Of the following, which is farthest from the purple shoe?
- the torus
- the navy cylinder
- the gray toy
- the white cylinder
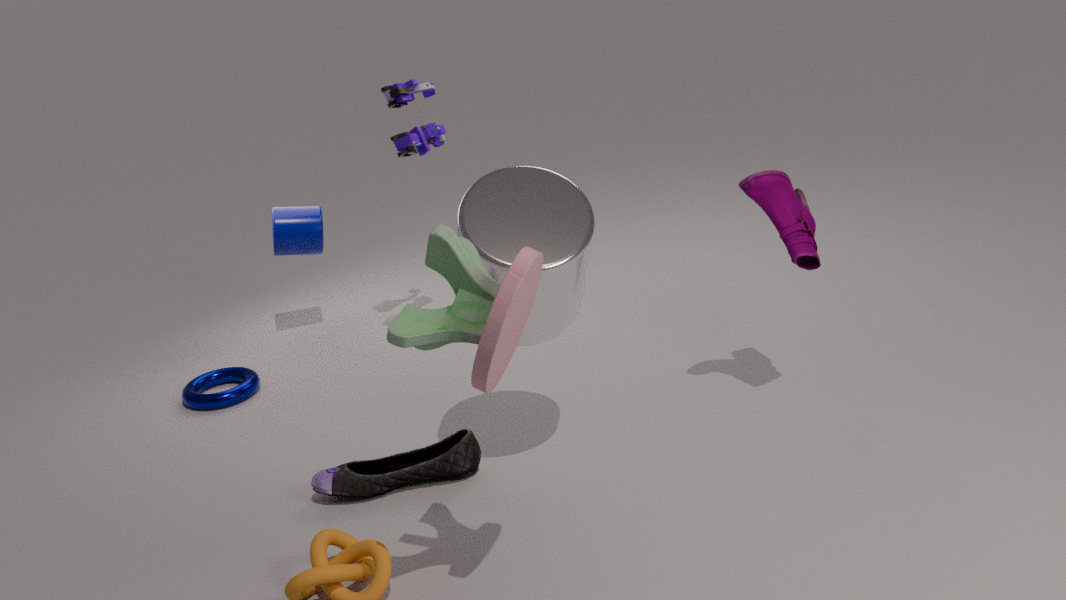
the torus
